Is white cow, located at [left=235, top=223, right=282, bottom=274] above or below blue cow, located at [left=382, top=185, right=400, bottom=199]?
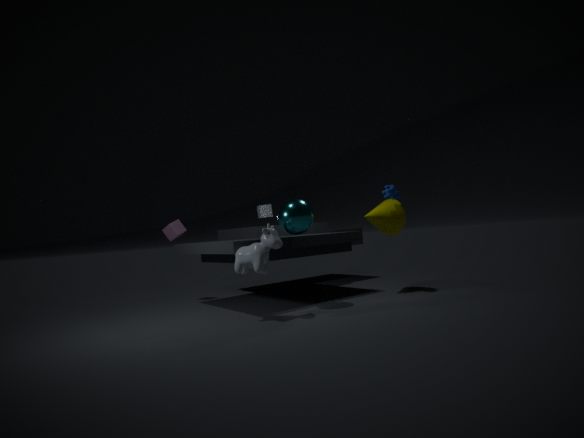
below
